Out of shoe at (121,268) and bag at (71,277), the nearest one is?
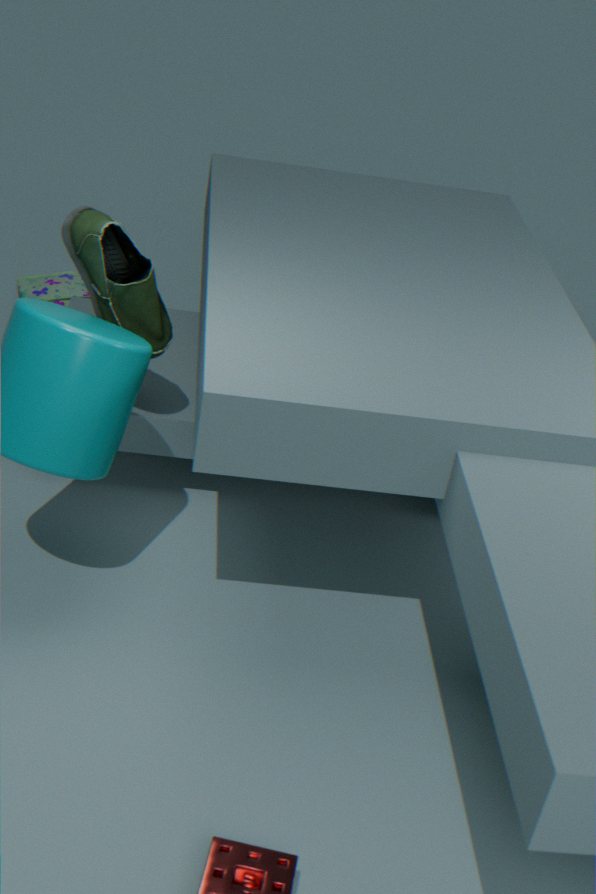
shoe at (121,268)
